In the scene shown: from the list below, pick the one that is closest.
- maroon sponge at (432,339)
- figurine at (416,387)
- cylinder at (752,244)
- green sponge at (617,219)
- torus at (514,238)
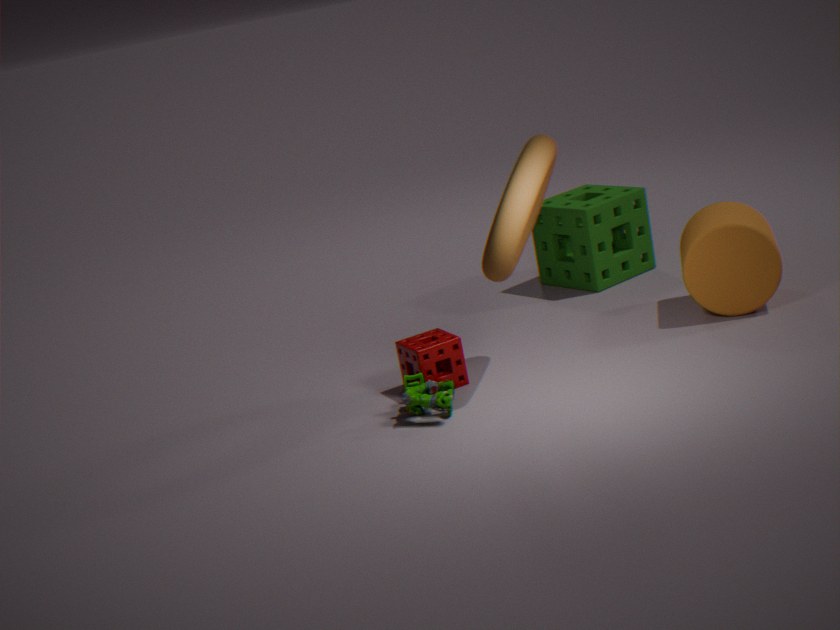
torus at (514,238)
